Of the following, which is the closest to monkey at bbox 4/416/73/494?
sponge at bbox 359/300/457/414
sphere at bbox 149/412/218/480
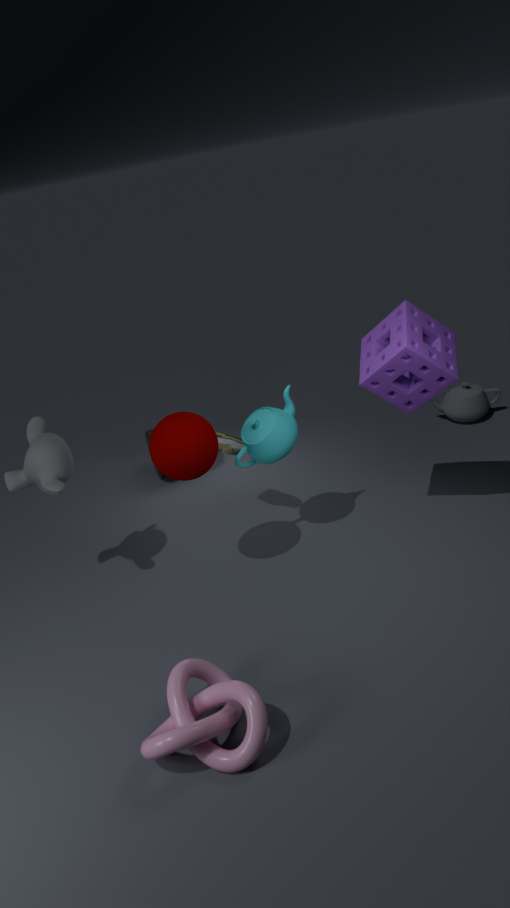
sphere at bbox 149/412/218/480
